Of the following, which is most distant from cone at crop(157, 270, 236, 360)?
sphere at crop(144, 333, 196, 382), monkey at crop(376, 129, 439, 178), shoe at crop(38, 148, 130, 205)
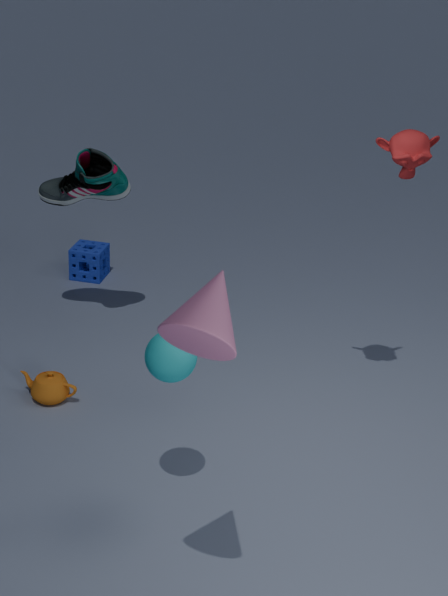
shoe at crop(38, 148, 130, 205)
